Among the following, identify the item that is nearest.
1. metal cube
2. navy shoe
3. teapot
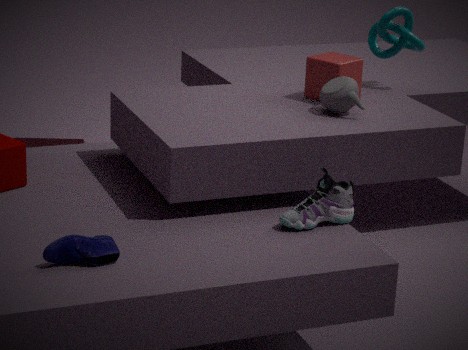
navy shoe
